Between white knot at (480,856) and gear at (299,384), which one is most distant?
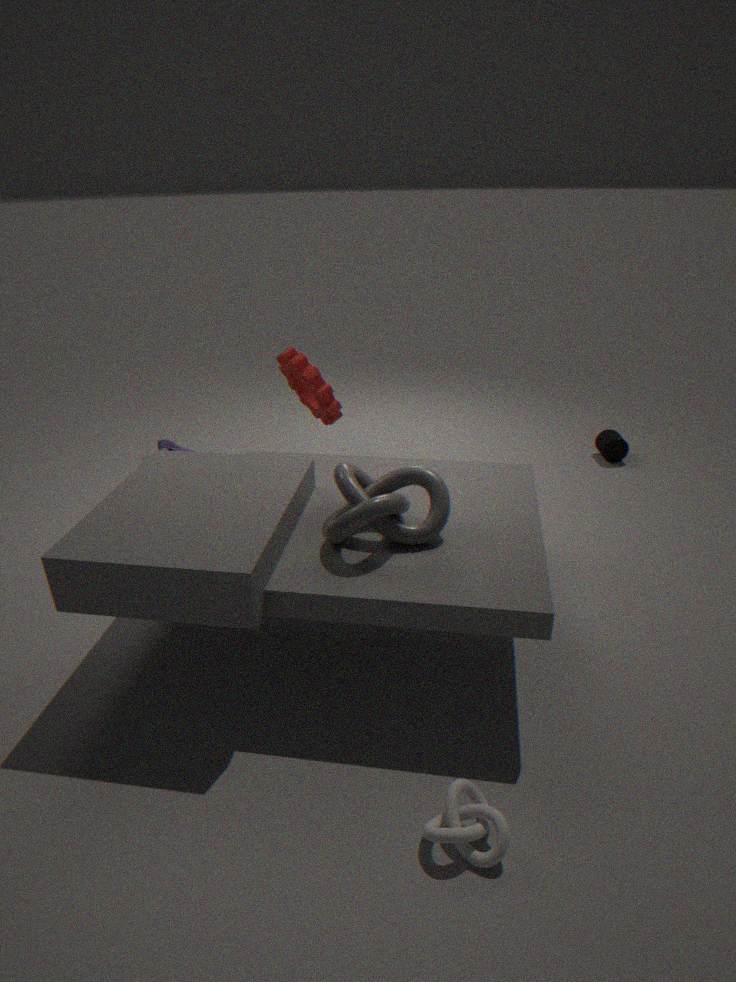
gear at (299,384)
